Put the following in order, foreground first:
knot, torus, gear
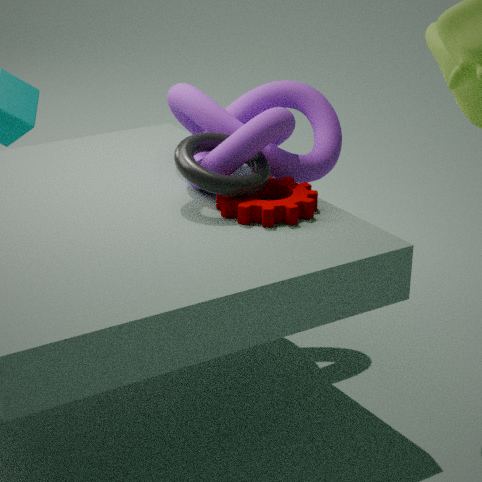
gear, torus, knot
